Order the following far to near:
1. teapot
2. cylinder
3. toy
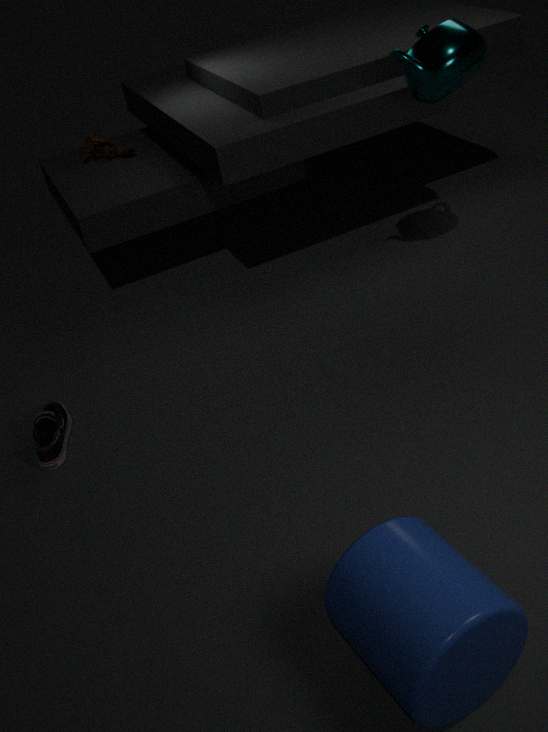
toy
teapot
cylinder
